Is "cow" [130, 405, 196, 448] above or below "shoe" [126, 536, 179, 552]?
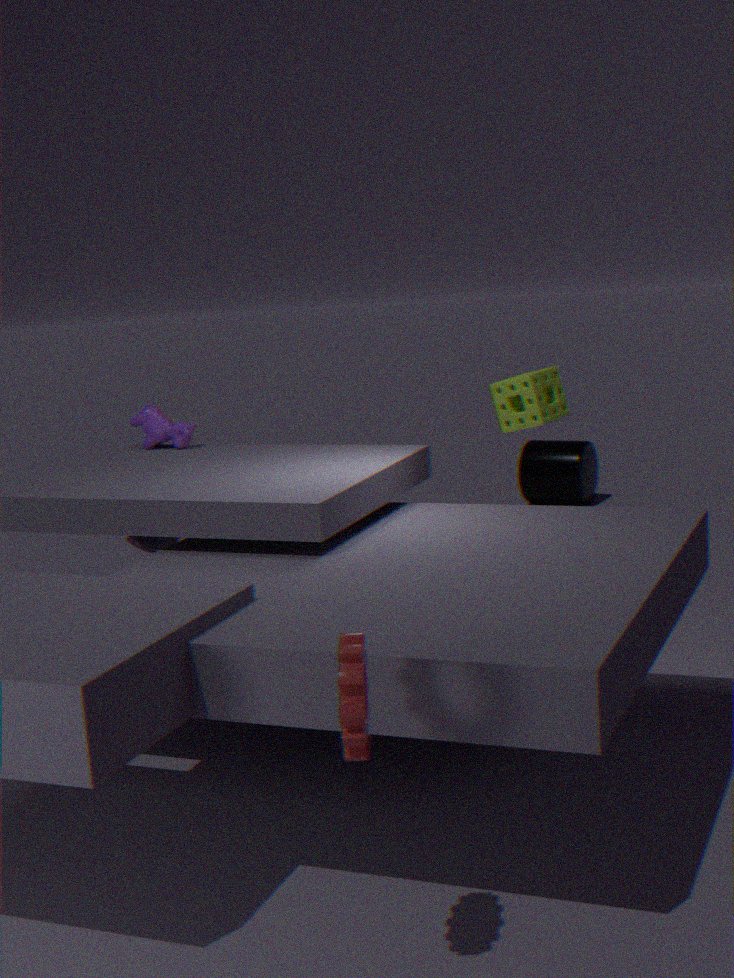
above
